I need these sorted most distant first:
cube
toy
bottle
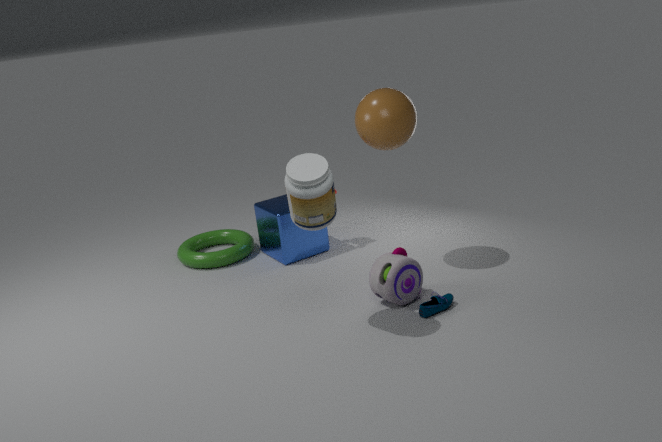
cube → toy → bottle
